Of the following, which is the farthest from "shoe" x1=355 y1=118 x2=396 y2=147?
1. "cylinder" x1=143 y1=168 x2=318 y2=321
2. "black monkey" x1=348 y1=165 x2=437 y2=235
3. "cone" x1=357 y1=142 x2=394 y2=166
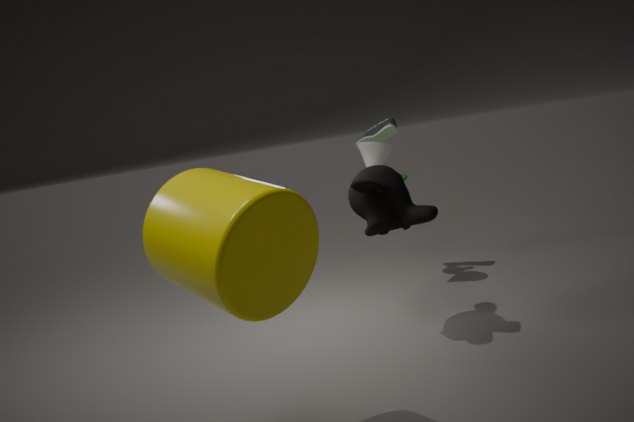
"cylinder" x1=143 y1=168 x2=318 y2=321
